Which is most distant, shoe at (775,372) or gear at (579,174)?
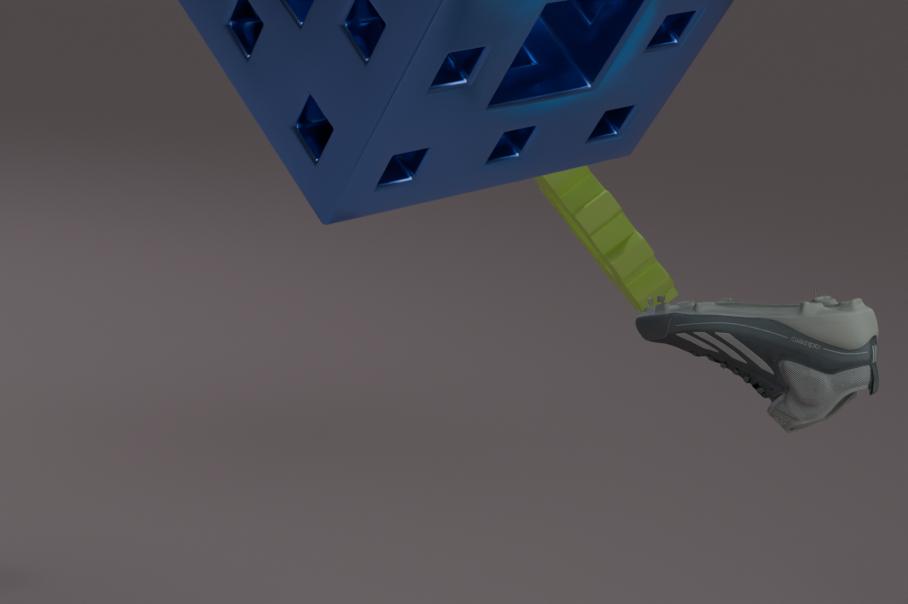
gear at (579,174)
